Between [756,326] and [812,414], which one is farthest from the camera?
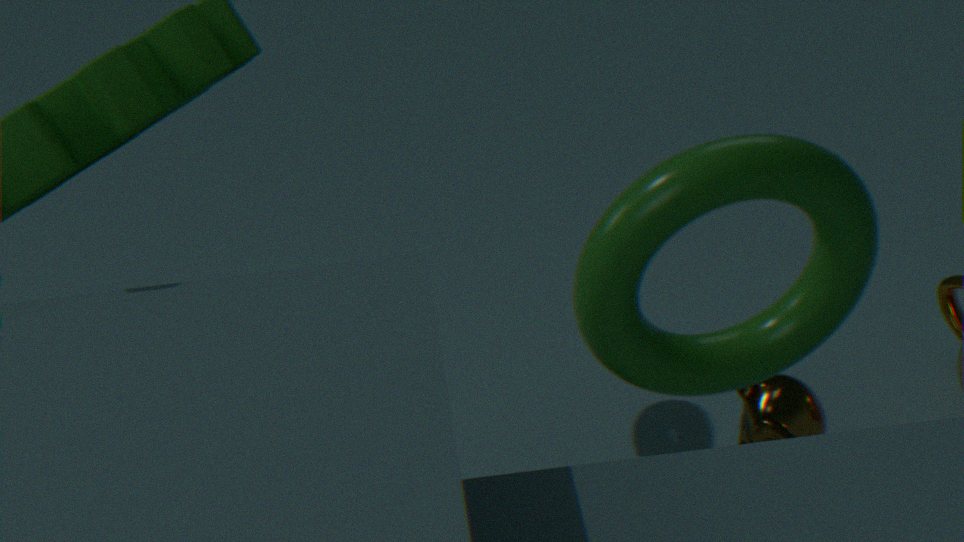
[812,414]
